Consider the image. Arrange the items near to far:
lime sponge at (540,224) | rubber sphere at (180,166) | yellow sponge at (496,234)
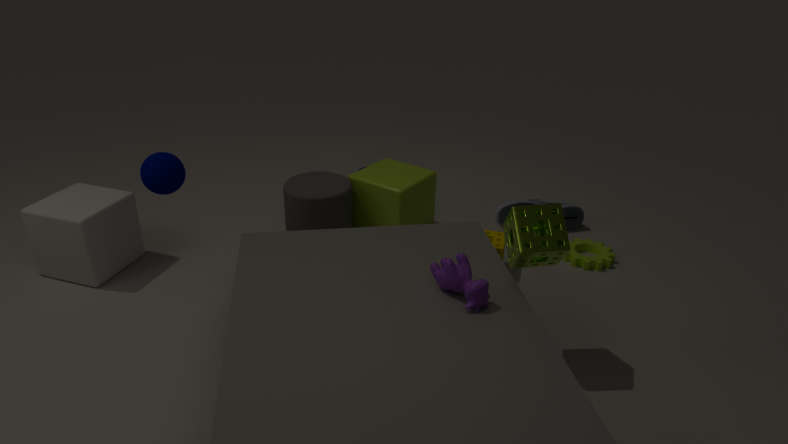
lime sponge at (540,224) → rubber sphere at (180,166) → yellow sponge at (496,234)
